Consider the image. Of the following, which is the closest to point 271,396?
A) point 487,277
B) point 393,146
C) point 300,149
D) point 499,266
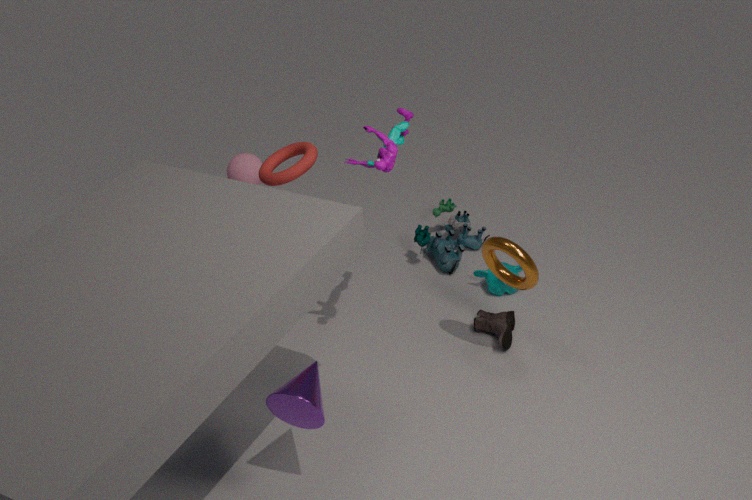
point 393,146
